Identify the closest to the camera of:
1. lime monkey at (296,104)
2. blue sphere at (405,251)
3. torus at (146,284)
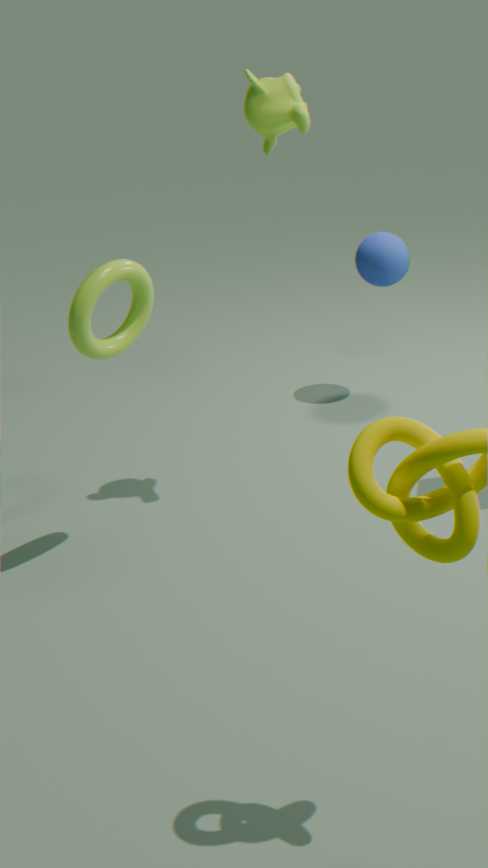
torus at (146,284)
